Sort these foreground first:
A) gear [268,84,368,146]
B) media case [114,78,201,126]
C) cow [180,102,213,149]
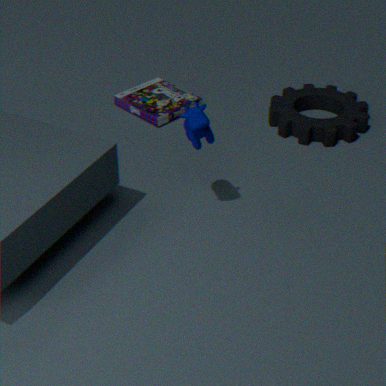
1. cow [180,102,213,149]
2. gear [268,84,368,146]
3. media case [114,78,201,126]
